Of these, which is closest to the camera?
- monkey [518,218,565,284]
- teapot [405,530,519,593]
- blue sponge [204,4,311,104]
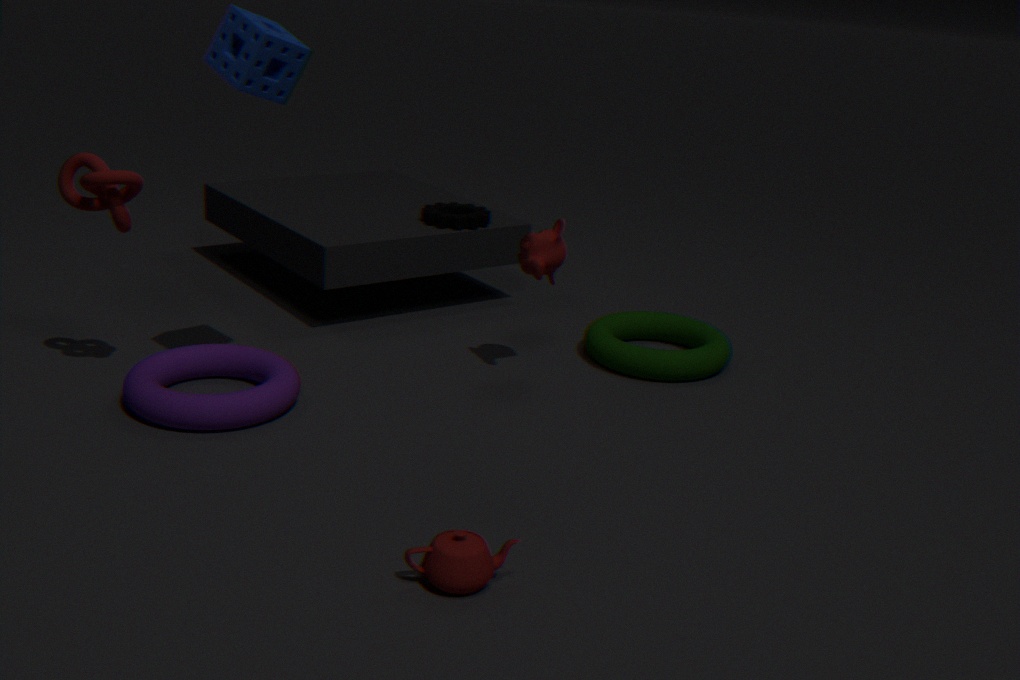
teapot [405,530,519,593]
